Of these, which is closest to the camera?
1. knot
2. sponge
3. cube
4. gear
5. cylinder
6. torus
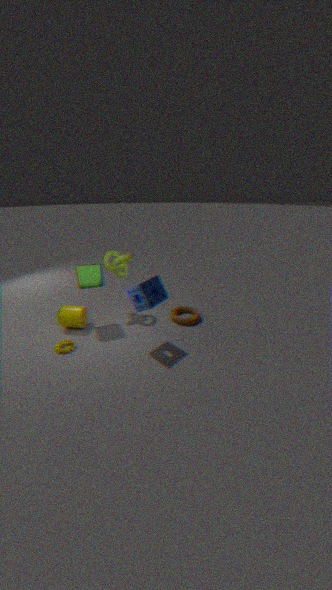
sponge
